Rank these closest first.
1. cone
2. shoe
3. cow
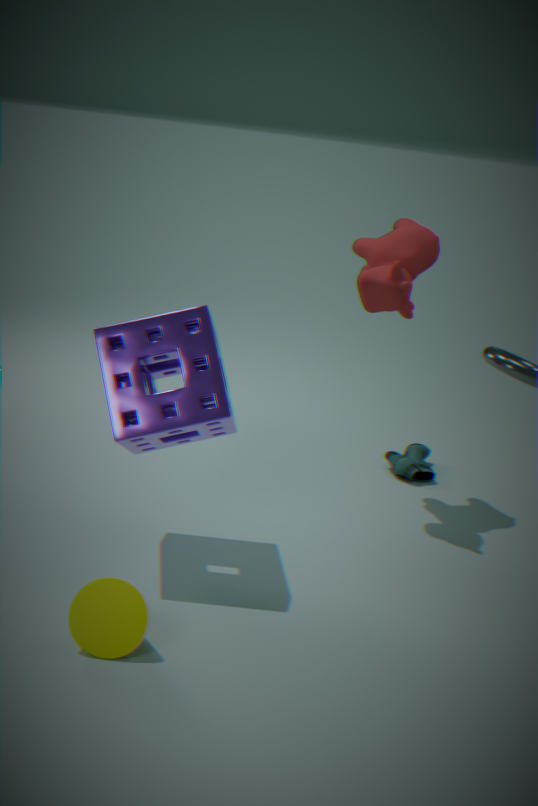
1. cone
2. cow
3. shoe
